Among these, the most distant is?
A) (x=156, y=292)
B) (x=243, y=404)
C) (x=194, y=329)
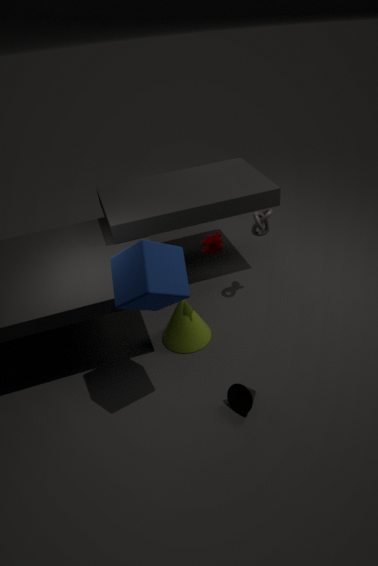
(x=194, y=329)
